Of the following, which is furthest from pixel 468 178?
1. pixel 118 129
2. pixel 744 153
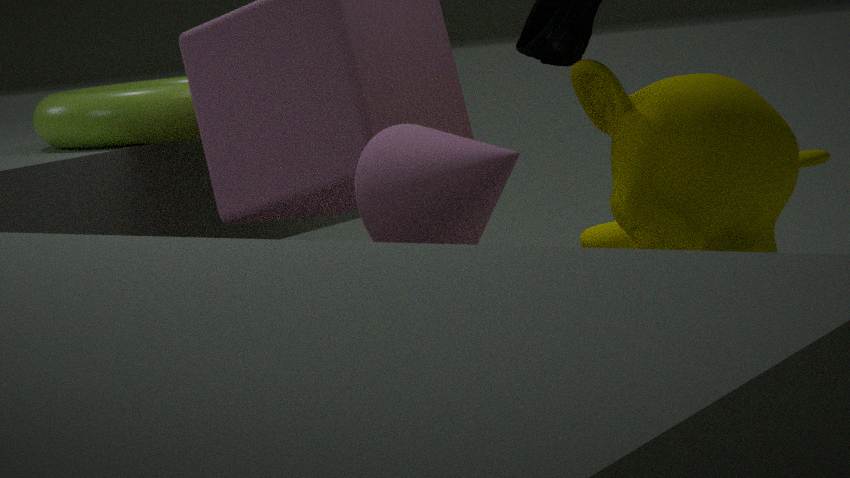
pixel 118 129
